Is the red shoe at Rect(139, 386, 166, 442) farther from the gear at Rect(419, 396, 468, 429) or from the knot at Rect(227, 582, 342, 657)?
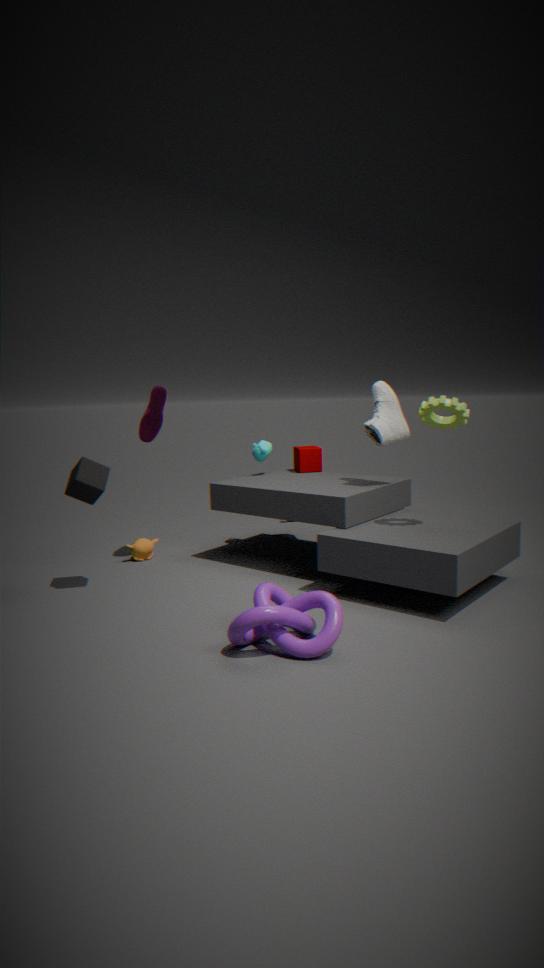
the gear at Rect(419, 396, 468, 429)
